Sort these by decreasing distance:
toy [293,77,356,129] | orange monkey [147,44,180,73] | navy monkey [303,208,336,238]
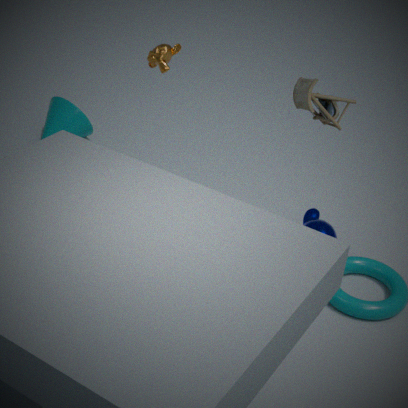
orange monkey [147,44,180,73] → navy monkey [303,208,336,238] → toy [293,77,356,129]
